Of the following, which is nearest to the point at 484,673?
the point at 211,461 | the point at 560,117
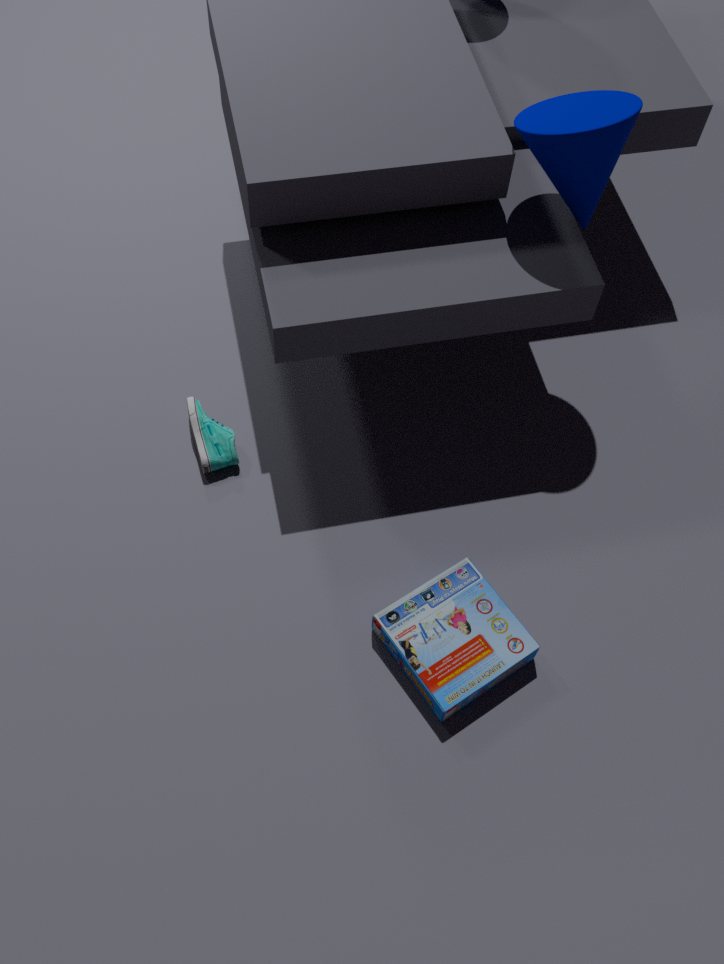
the point at 211,461
